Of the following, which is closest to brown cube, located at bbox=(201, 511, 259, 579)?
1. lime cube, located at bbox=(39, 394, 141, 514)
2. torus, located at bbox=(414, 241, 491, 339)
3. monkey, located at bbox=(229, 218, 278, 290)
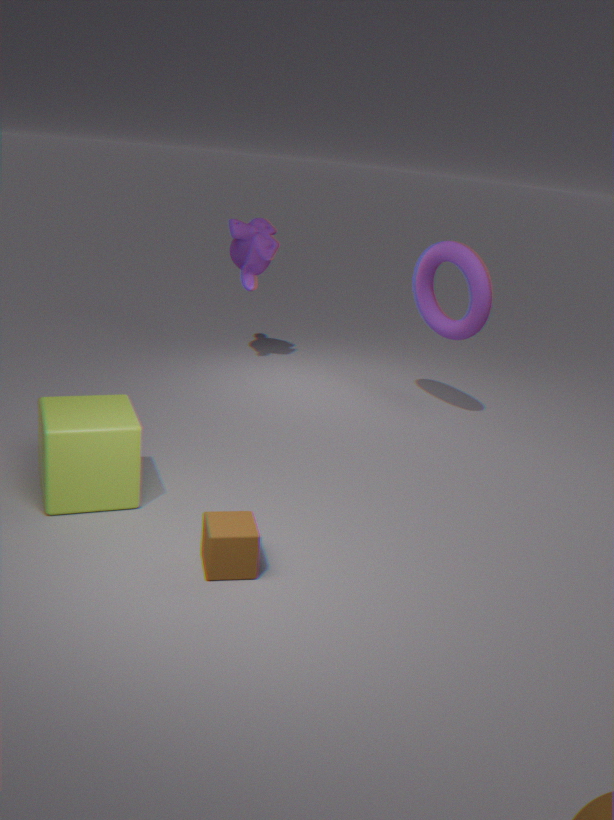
lime cube, located at bbox=(39, 394, 141, 514)
